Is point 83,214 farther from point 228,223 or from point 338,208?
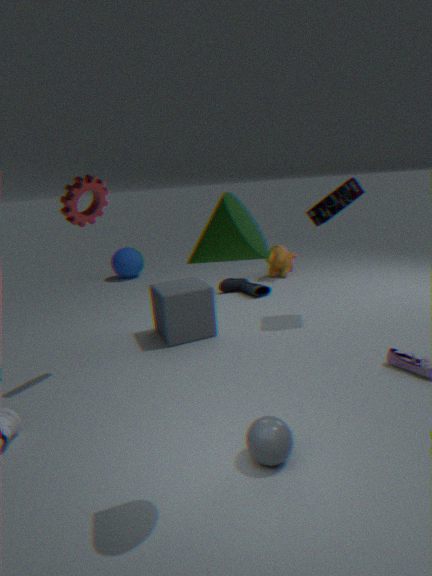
point 338,208
